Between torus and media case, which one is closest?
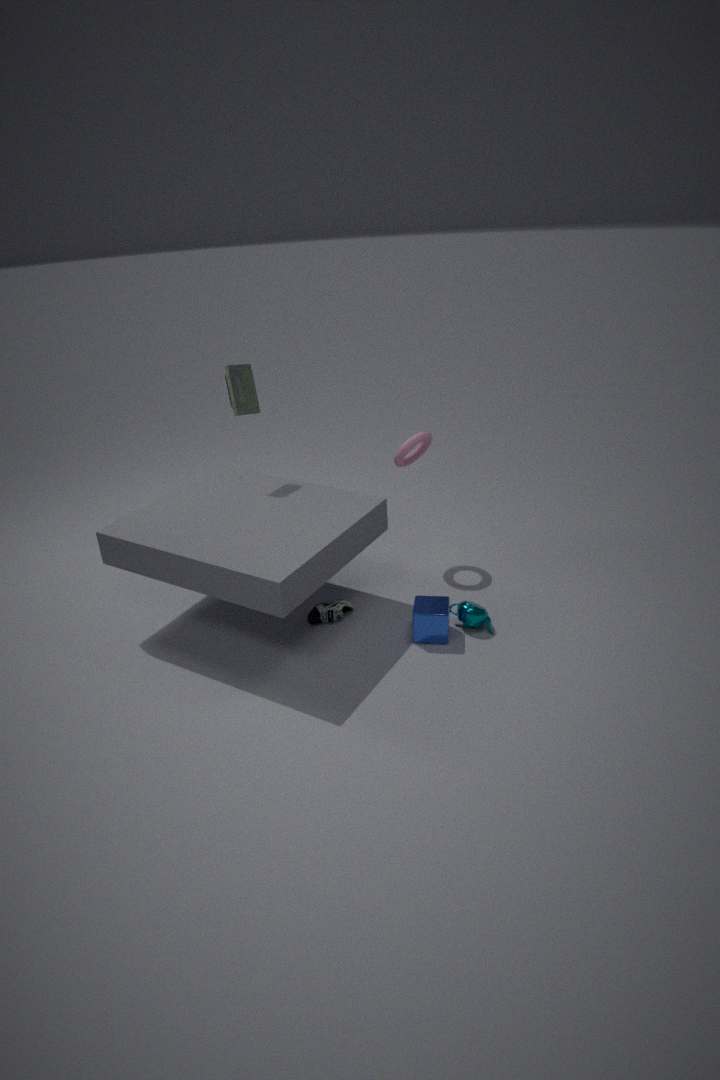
media case
